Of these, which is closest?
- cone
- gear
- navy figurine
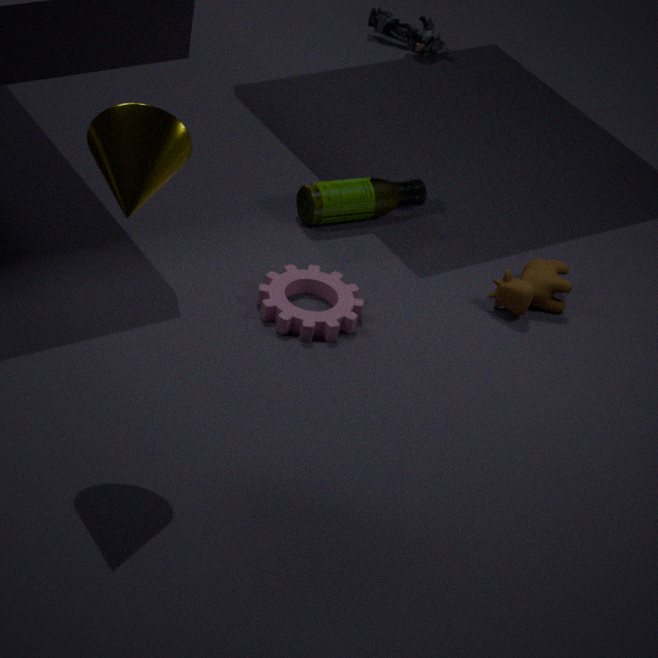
cone
